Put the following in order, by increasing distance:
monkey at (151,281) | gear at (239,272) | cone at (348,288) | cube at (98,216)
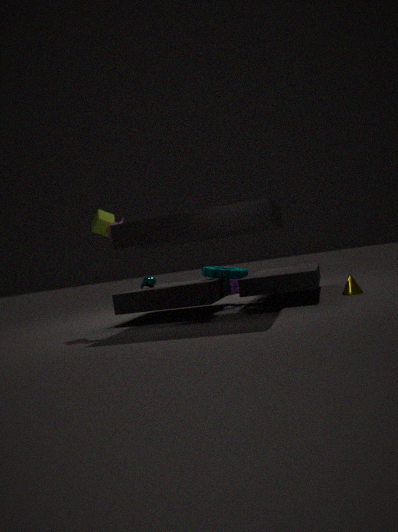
cube at (98,216) → cone at (348,288) → gear at (239,272) → monkey at (151,281)
